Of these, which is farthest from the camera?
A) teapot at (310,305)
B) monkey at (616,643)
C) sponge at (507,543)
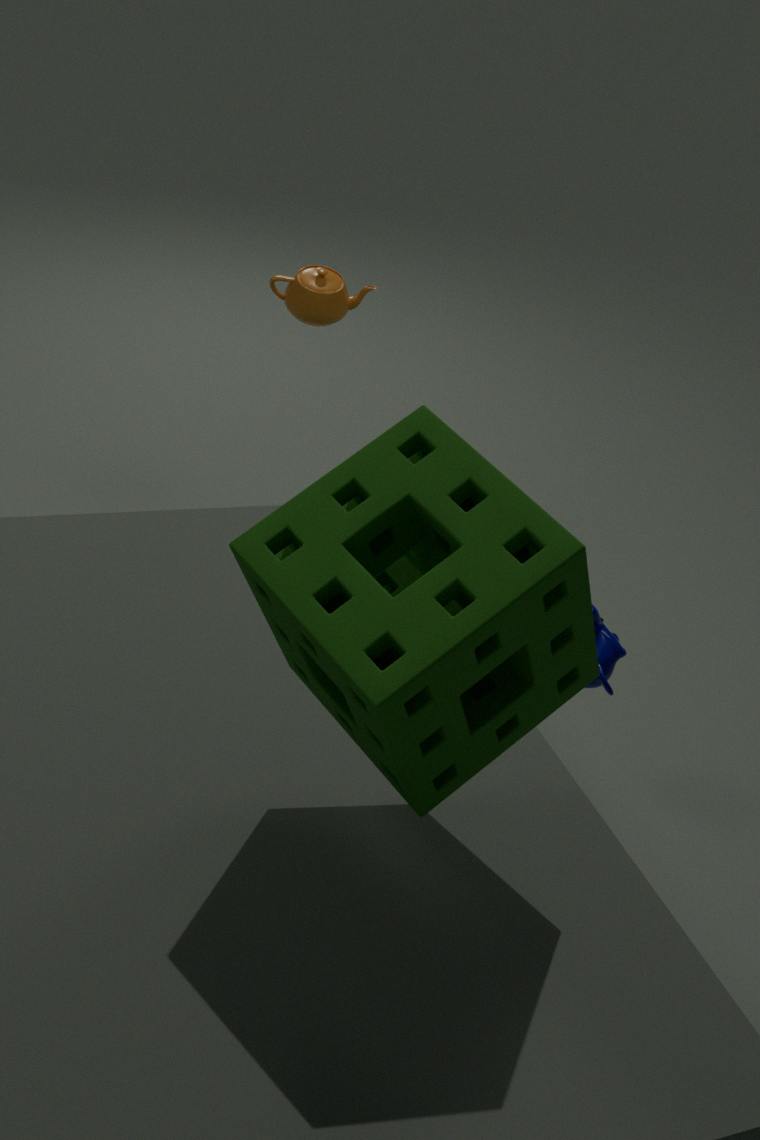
A. teapot at (310,305)
